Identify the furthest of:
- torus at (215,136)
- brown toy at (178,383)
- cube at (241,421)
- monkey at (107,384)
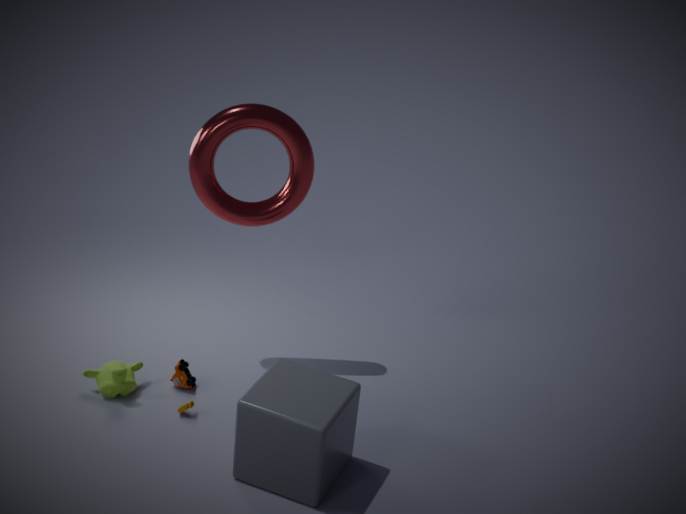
torus at (215,136)
